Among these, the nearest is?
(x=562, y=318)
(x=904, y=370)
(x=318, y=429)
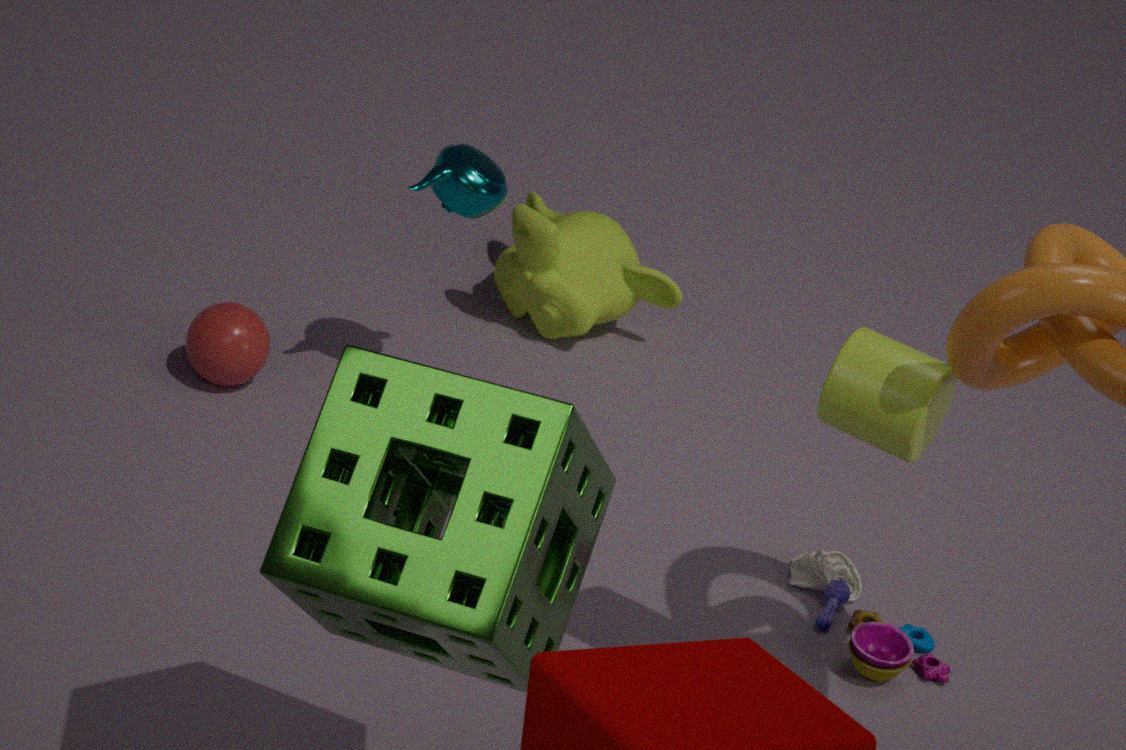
(x=318, y=429)
